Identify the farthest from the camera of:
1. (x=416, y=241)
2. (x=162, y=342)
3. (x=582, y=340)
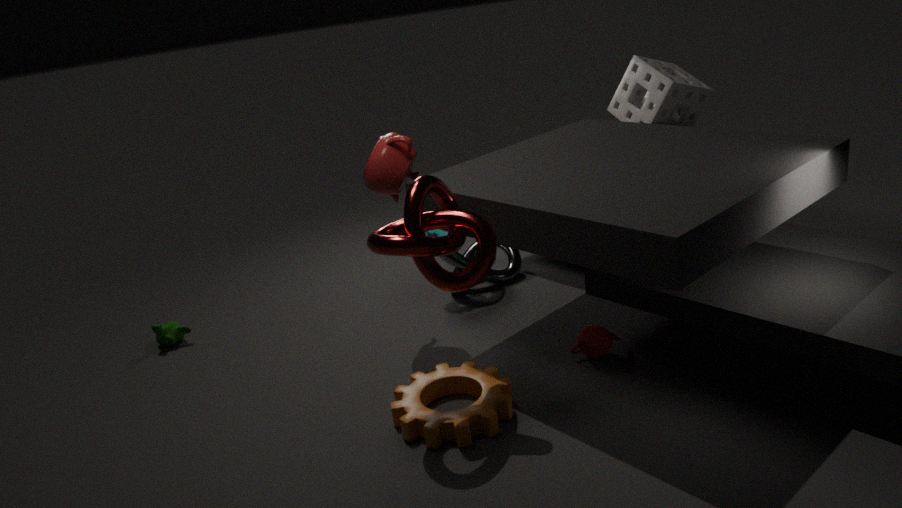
(x=162, y=342)
